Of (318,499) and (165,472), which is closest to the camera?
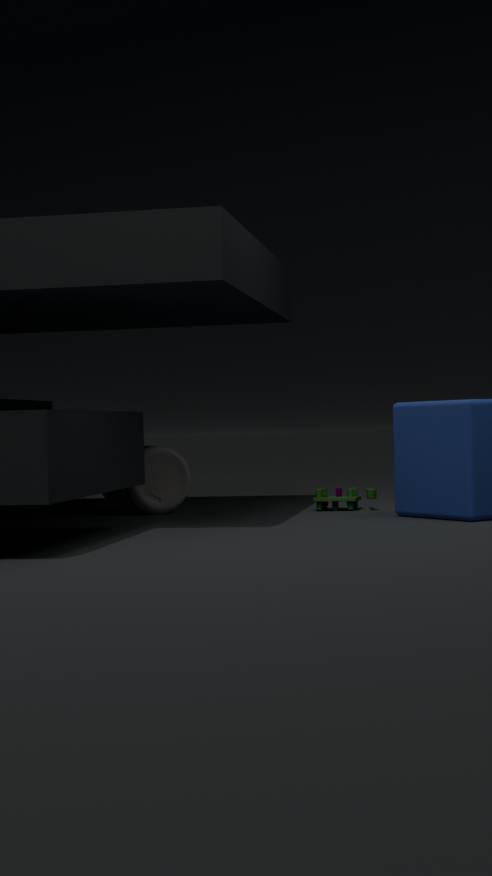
(318,499)
